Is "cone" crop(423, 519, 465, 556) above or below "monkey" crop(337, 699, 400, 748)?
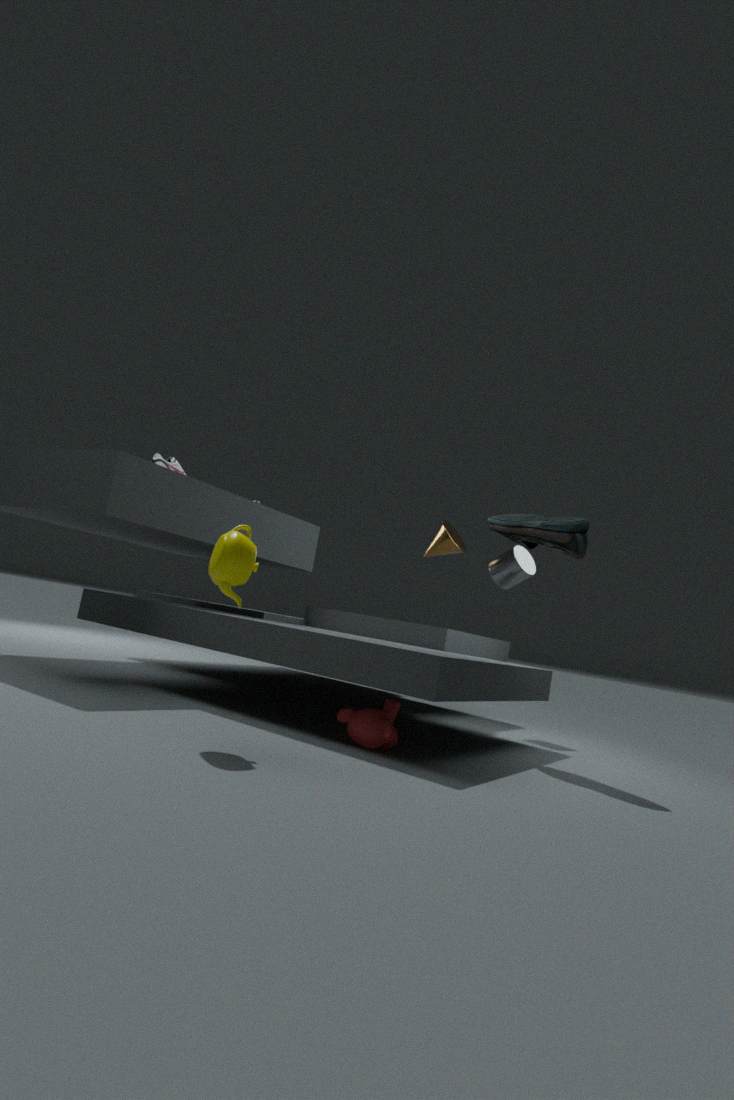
above
